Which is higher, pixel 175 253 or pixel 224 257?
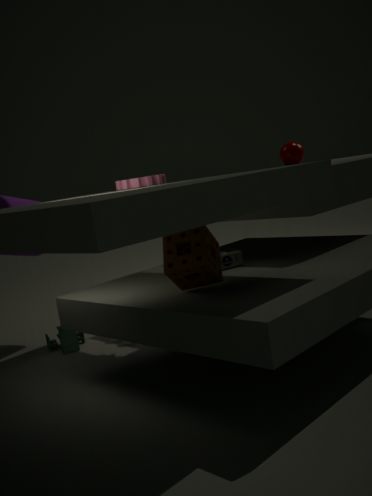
pixel 175 253
